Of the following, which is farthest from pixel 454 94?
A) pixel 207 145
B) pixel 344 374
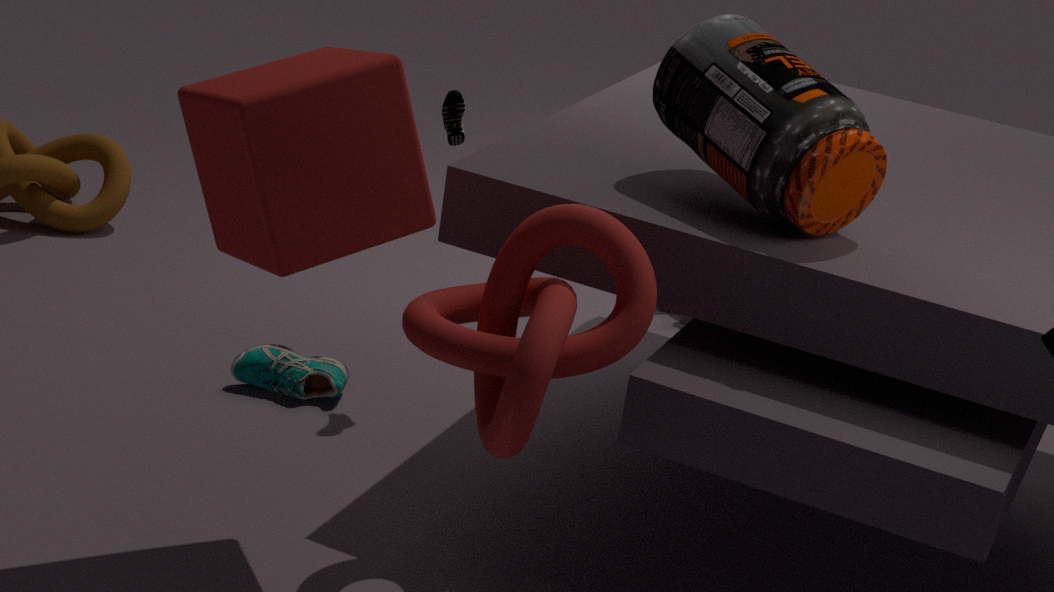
pixel 207 145
